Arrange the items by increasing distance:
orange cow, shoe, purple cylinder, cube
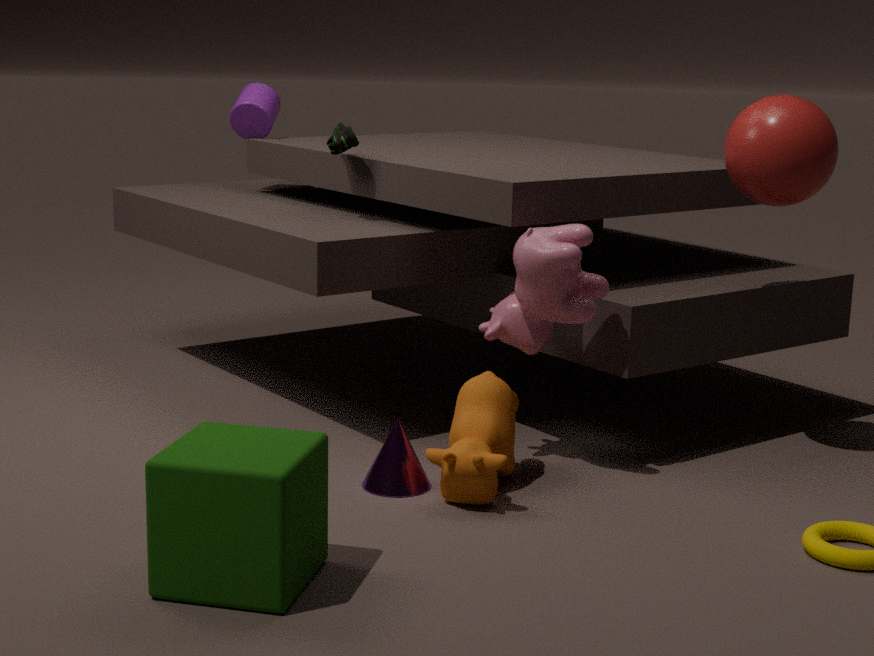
cube, orange cow, shoe, purple cylinder
